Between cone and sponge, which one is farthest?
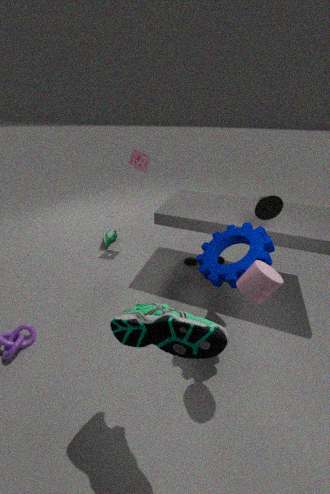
sponge
